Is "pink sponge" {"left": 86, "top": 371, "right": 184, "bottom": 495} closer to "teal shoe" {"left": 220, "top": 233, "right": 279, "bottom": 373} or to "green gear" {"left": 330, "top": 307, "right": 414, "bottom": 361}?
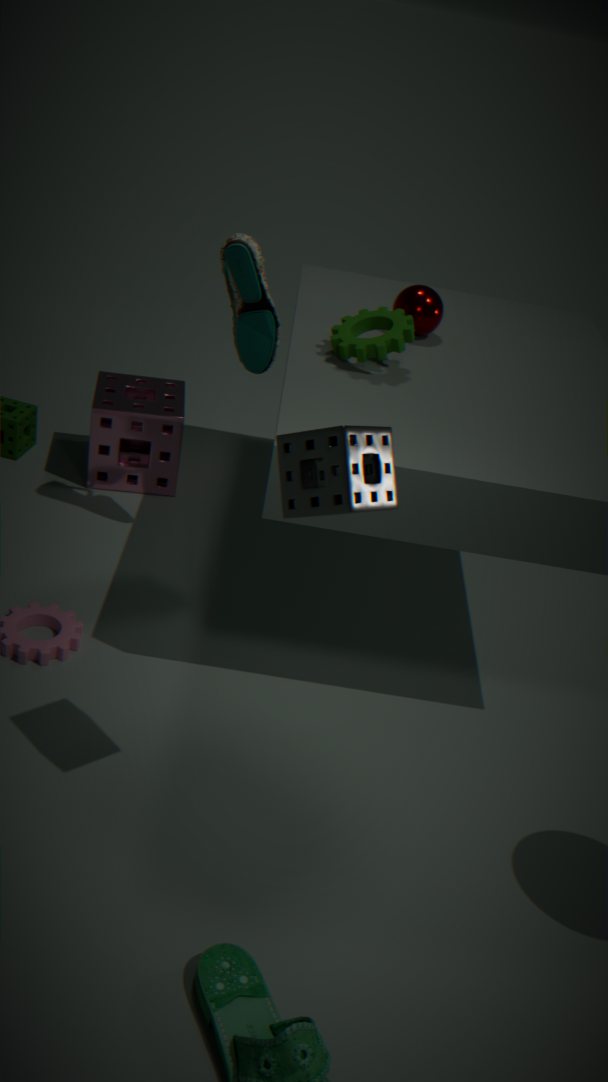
"teal shoe" {"left": 220, "top": 233, "right": 279, "bottom": 373}
